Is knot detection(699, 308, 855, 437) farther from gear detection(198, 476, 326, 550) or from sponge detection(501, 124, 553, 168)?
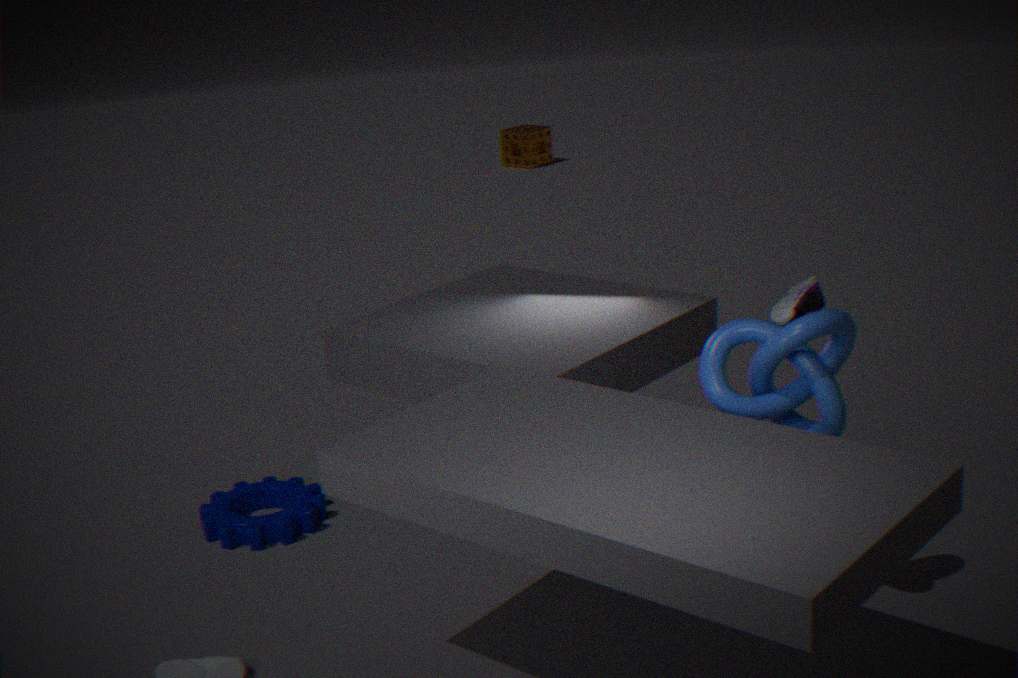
sponge detection(501, 124, 553, 168)
